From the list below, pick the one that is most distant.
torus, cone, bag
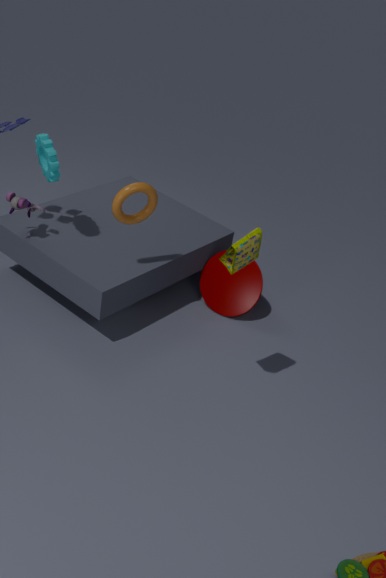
cone
